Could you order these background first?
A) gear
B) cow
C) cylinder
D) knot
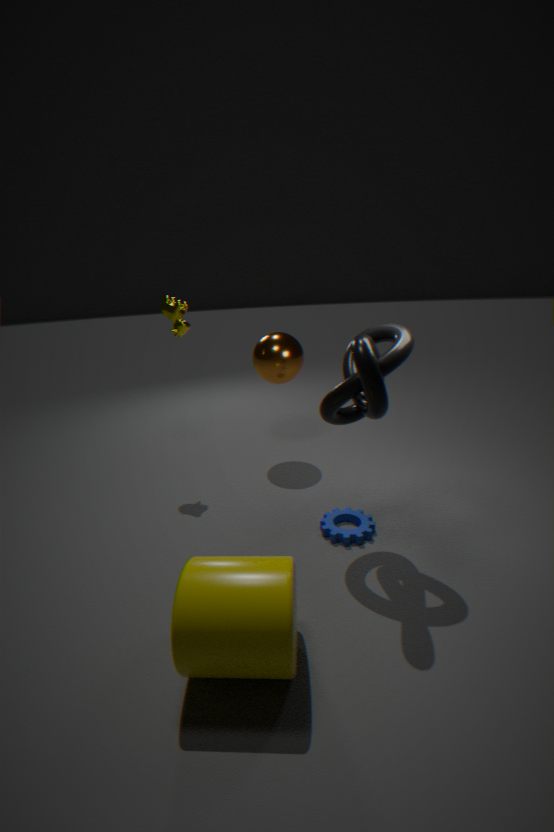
cow, gear, knot, cylinder
